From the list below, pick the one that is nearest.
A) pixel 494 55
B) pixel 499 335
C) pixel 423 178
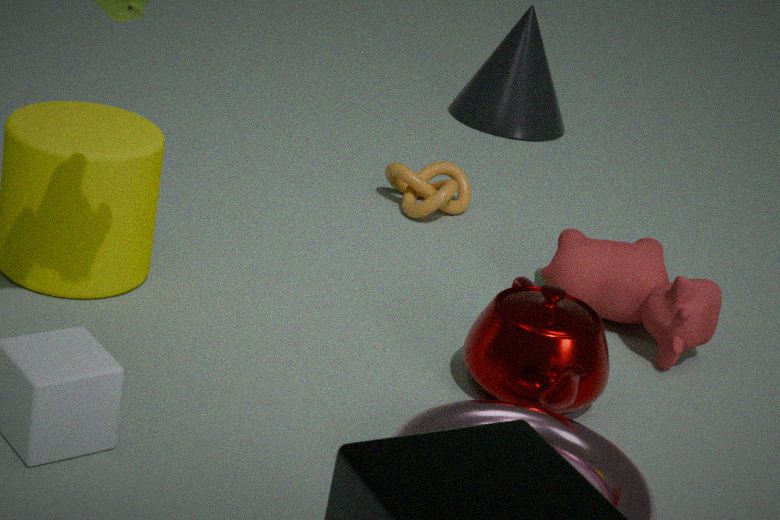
pixel 499 335
